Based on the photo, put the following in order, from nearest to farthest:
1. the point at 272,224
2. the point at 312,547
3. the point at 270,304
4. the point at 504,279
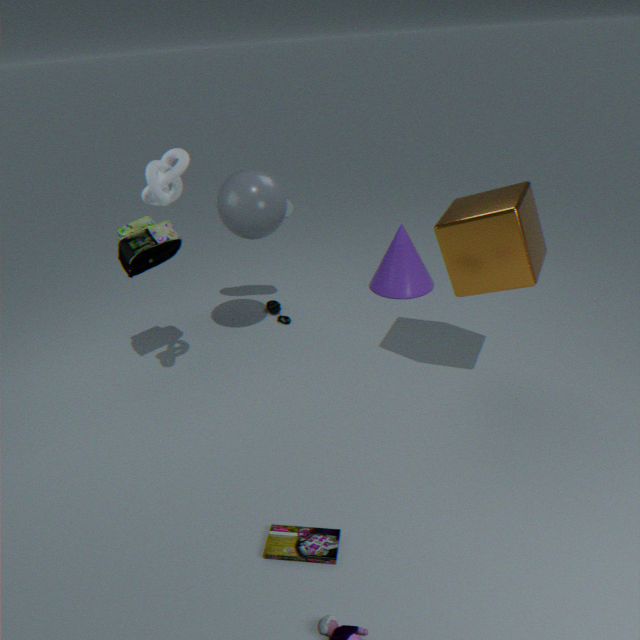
the point at 312,547 < the point at 504,279 < the point at 272,224 < the point at 270,304
